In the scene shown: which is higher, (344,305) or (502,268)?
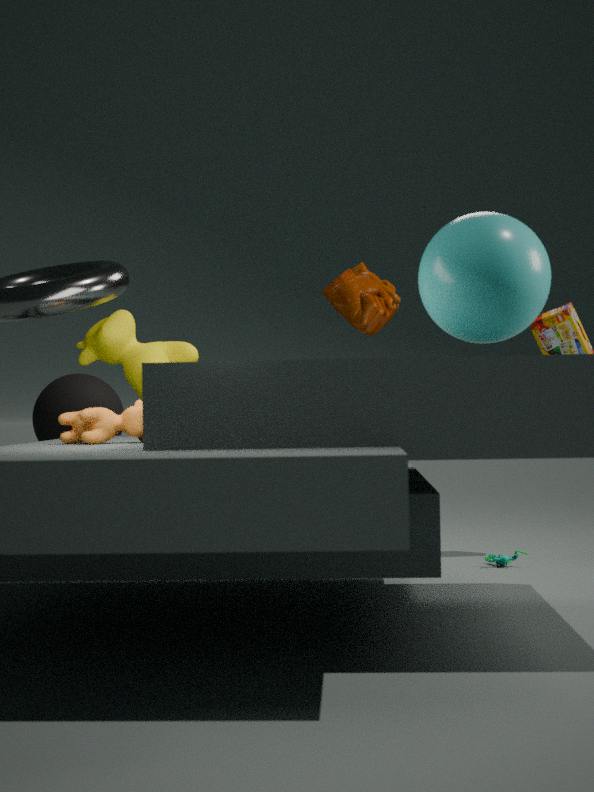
(344,305)
